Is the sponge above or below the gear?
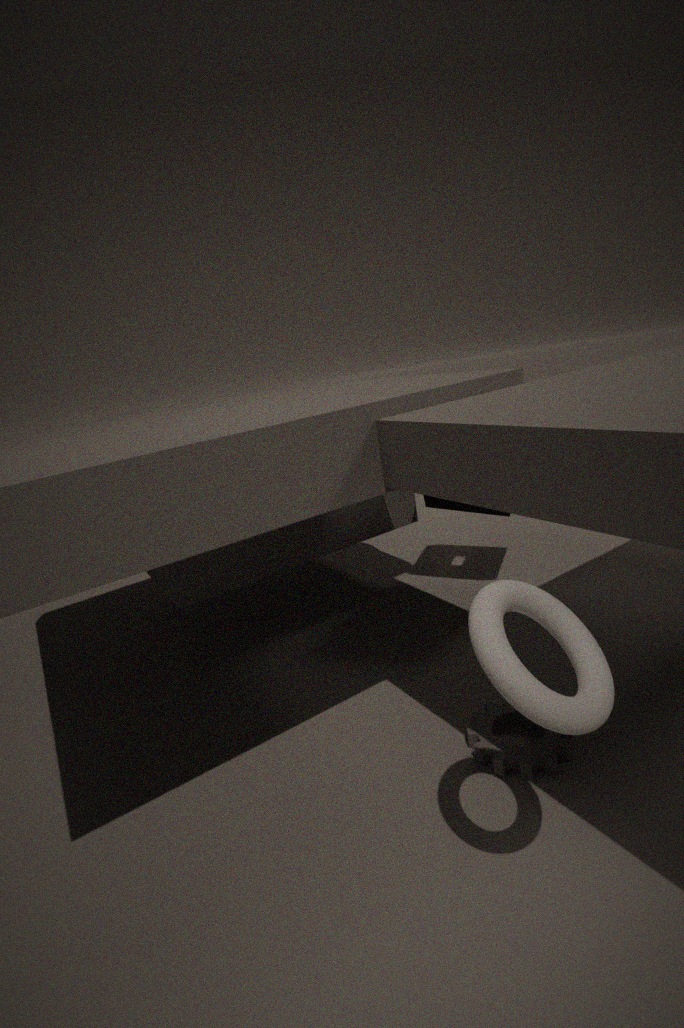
above
